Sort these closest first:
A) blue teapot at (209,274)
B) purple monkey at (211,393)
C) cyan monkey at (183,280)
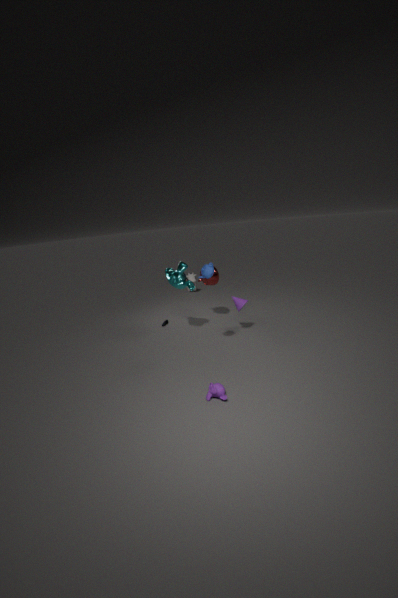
purple monkey at (211,393) → blue teapot at (209,274) → cyan monkey at (183,280)
